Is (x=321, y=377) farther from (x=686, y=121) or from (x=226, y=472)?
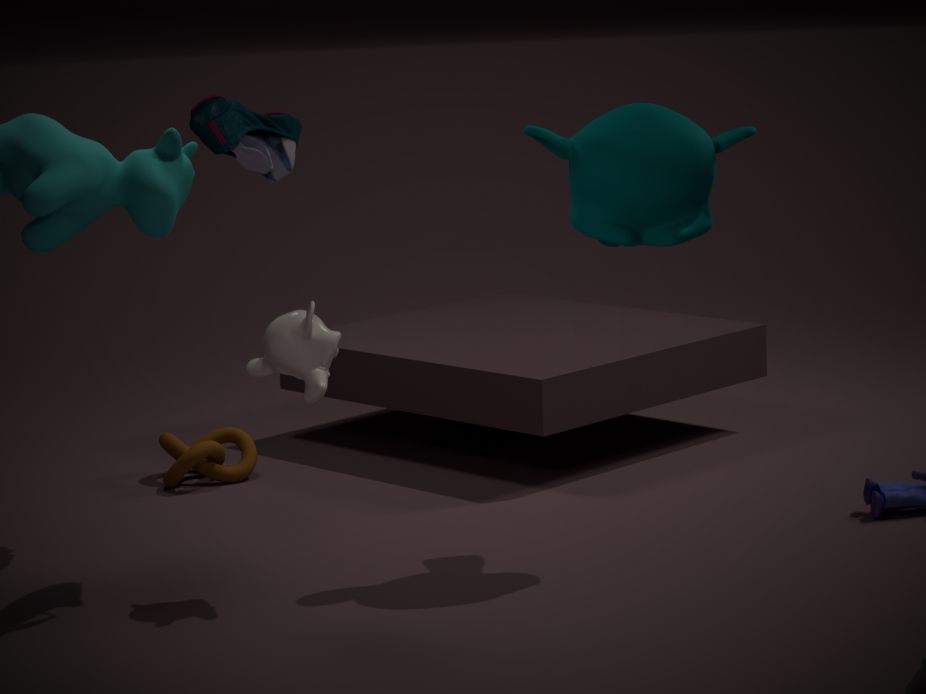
(x=226, y=472)
